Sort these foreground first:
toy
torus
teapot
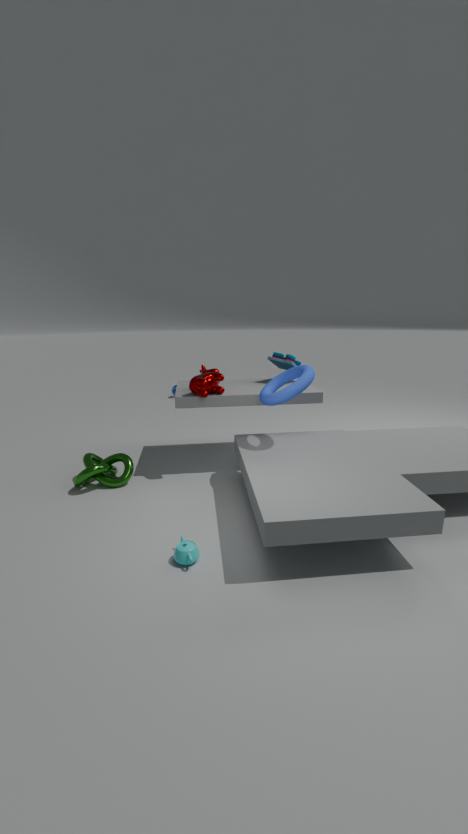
teapot
torus
toy
